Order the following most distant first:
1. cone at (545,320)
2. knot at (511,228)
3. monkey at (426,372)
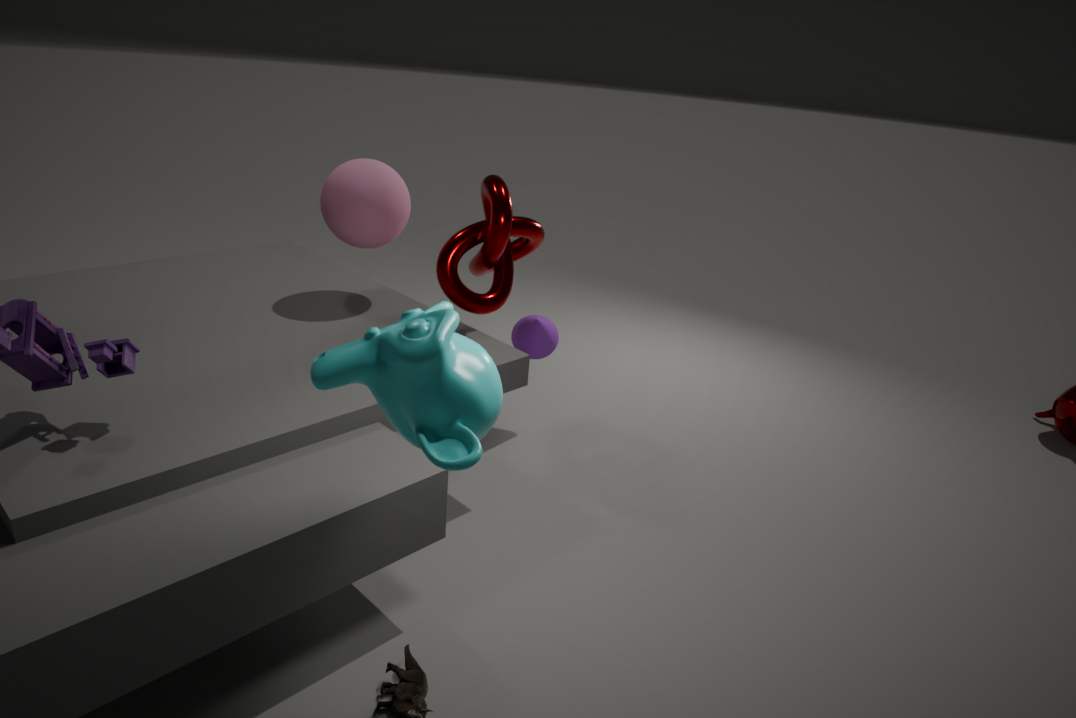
cone at (545,320) < knot at (511,228) < monkey at (426,372)
